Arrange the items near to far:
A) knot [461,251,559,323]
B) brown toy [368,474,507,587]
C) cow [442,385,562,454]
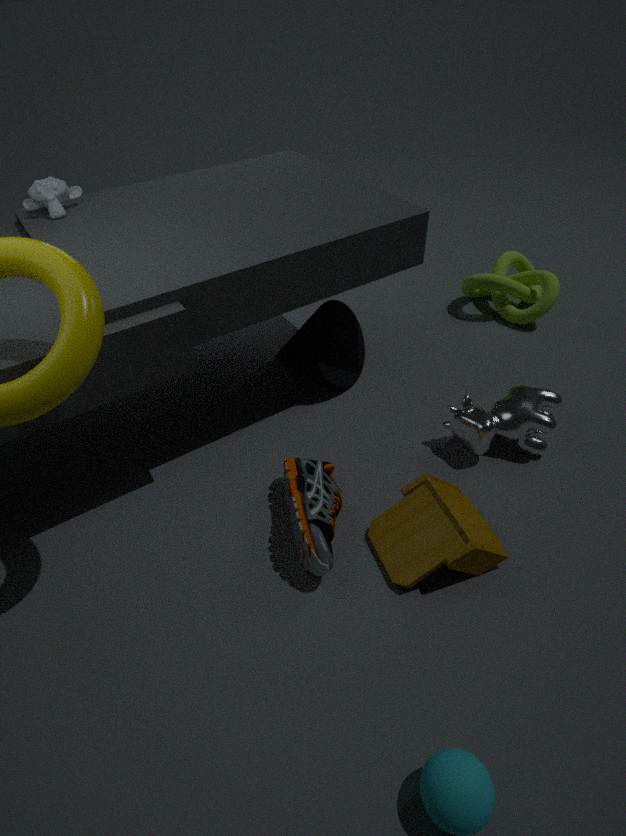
brown toy [368,474,507,587] < cow [442,385,562,454] < knot [461,251,559,323]
